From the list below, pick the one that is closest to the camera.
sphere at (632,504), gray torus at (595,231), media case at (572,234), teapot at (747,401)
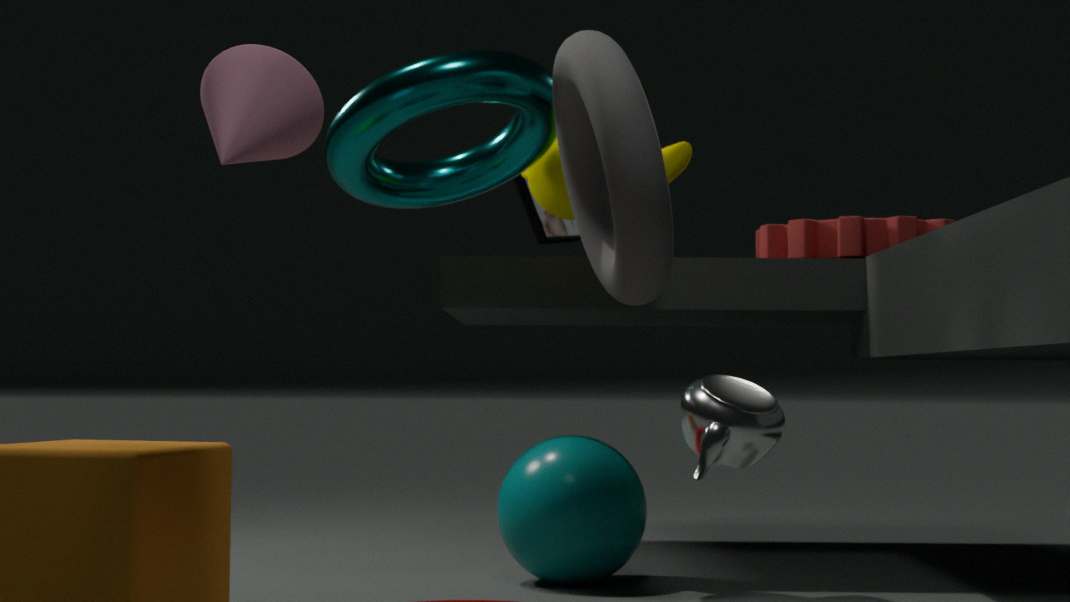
teapot at (747,401)
